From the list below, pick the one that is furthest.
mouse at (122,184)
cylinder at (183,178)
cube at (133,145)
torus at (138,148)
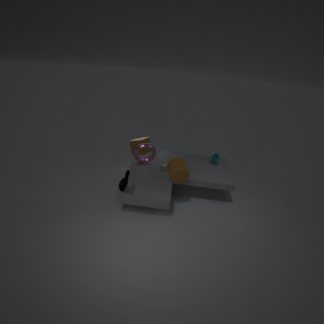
cube at (133,145)
